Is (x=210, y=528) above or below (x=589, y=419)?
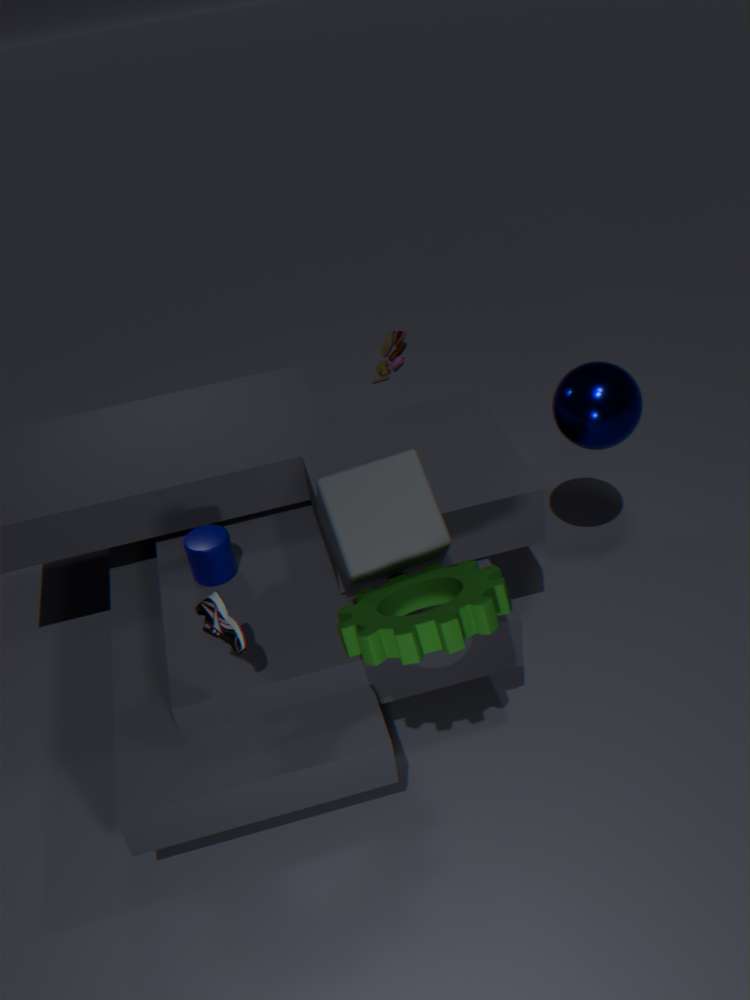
below
